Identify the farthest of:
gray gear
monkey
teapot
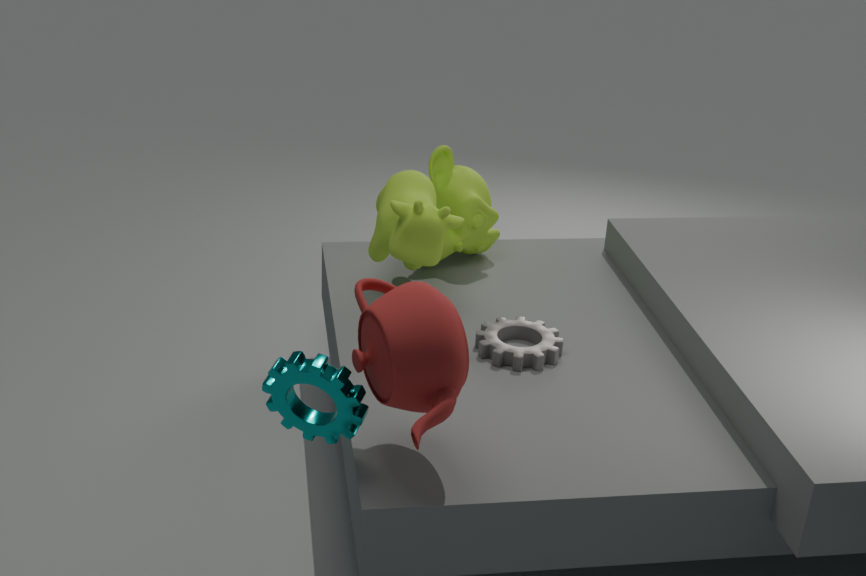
monkey
